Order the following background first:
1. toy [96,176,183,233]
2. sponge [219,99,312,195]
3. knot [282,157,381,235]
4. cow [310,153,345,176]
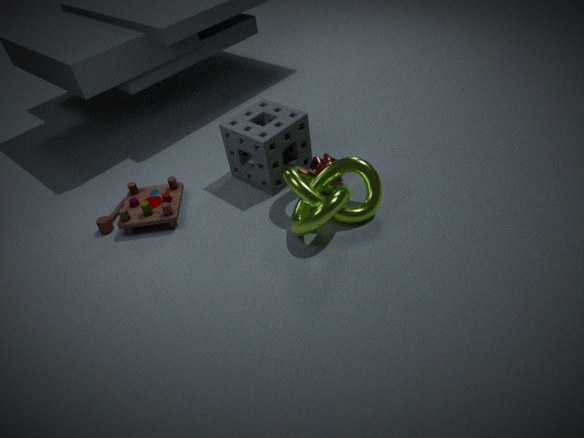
1. cow [310,153,345,176]
2. sponge [219,99,312,195]
3. toy [96,176,183,233]
4. knot [282,157,381,235]
